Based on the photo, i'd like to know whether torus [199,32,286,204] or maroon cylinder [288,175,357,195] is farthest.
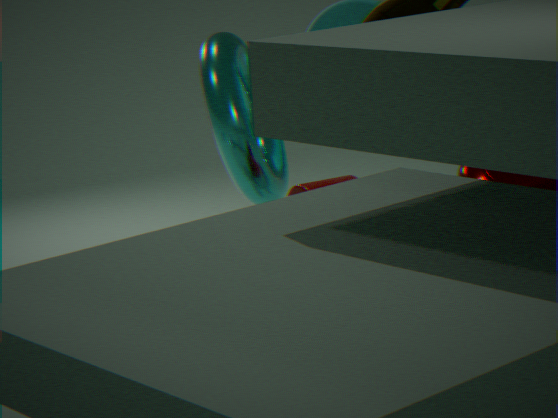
torus [199,32,286,204]
